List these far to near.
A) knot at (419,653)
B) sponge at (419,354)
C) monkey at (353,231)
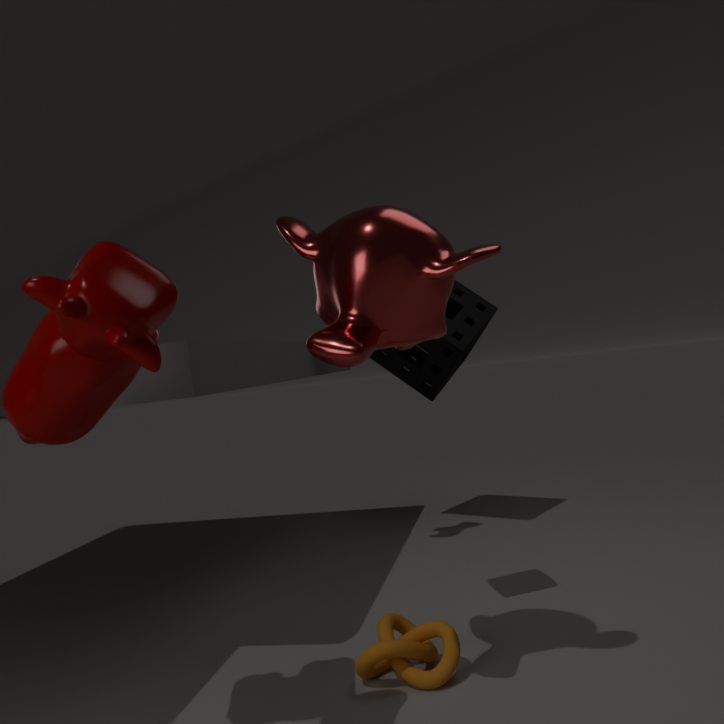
sponge at (419,354)
knot at (419,653)
monkey at (353,231)
